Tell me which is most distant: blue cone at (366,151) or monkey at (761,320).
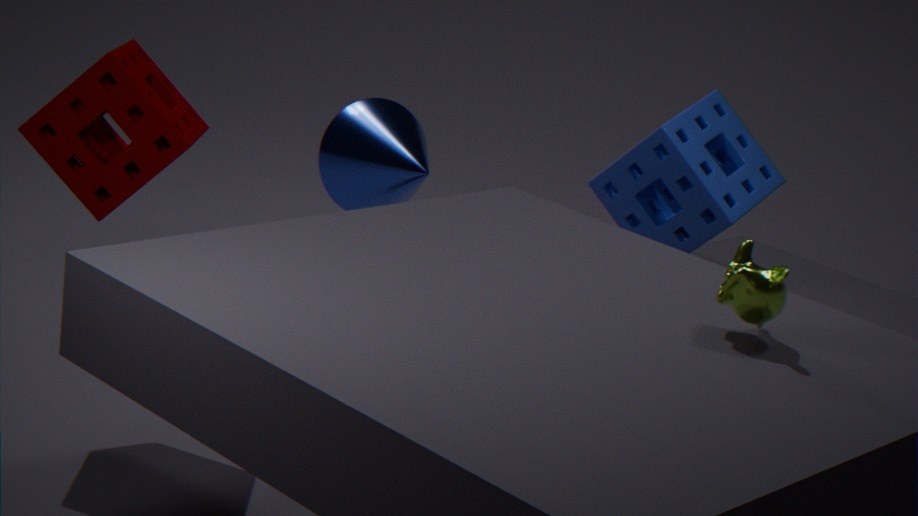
blue cone at (366,151)
